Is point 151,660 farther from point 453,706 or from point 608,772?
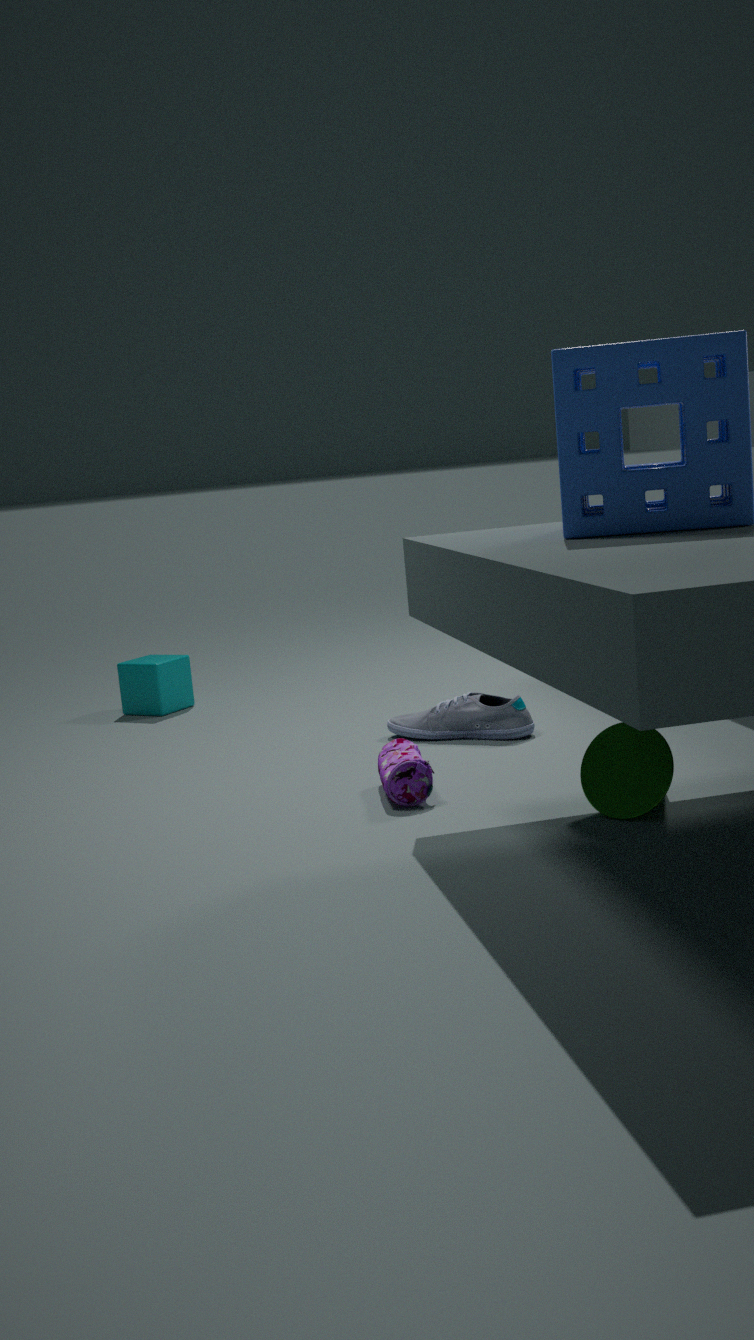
point 608,772
